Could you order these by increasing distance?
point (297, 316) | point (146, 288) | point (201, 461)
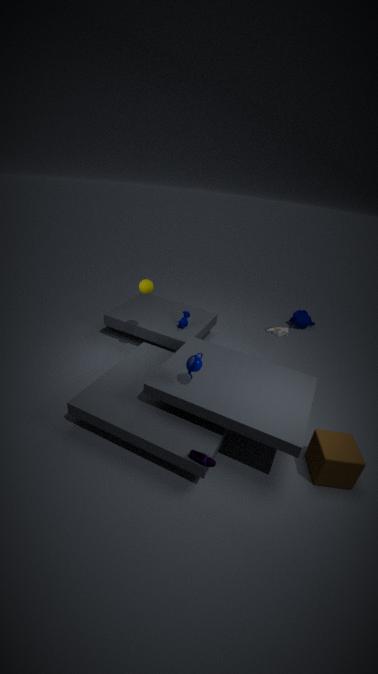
point (201, 461) < point (146, 288) < point (297, 316)
